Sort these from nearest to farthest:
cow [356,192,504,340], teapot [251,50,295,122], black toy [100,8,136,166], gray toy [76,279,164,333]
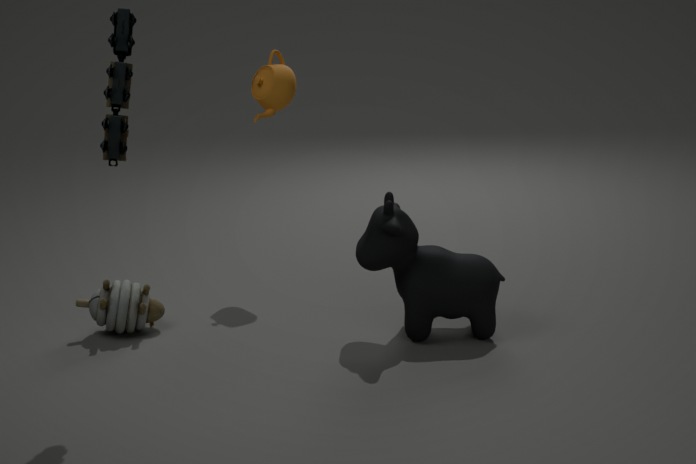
black toy [100,8,136,166] → cow [356,192,504,340] → gray toy [76,279,164,333] → teapot [251,50,295,122]
